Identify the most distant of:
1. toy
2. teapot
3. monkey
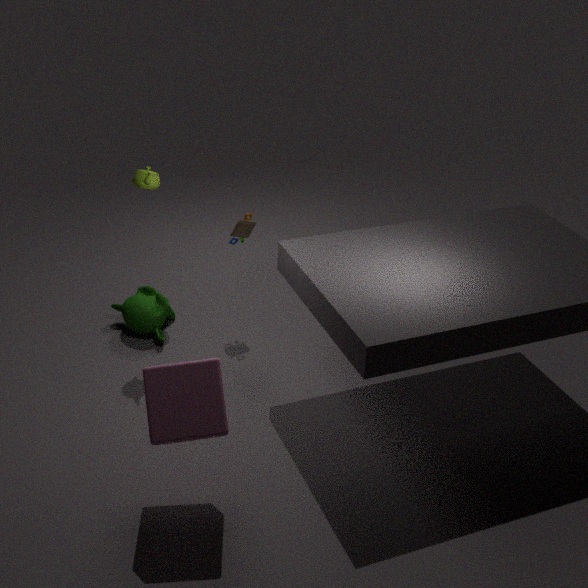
monkey
